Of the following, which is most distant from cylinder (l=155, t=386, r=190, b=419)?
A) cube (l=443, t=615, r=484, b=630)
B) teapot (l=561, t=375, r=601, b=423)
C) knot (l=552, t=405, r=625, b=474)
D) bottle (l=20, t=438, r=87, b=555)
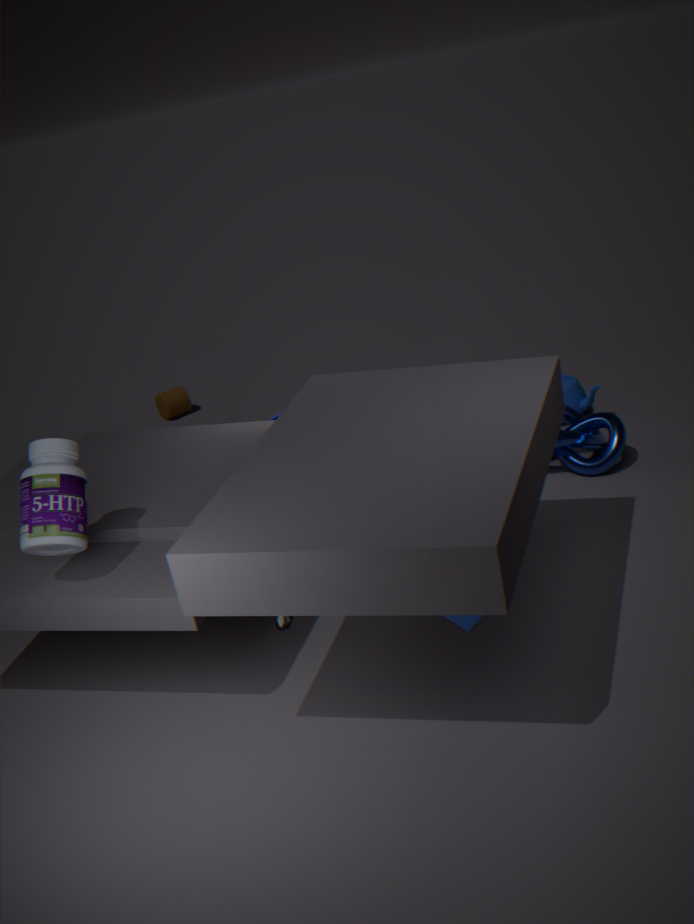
cube (l=443, t=615, r=484, b=630)
